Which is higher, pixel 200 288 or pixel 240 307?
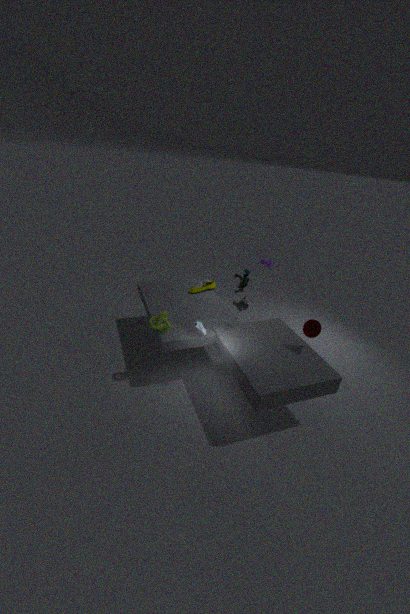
pixel 240 307
